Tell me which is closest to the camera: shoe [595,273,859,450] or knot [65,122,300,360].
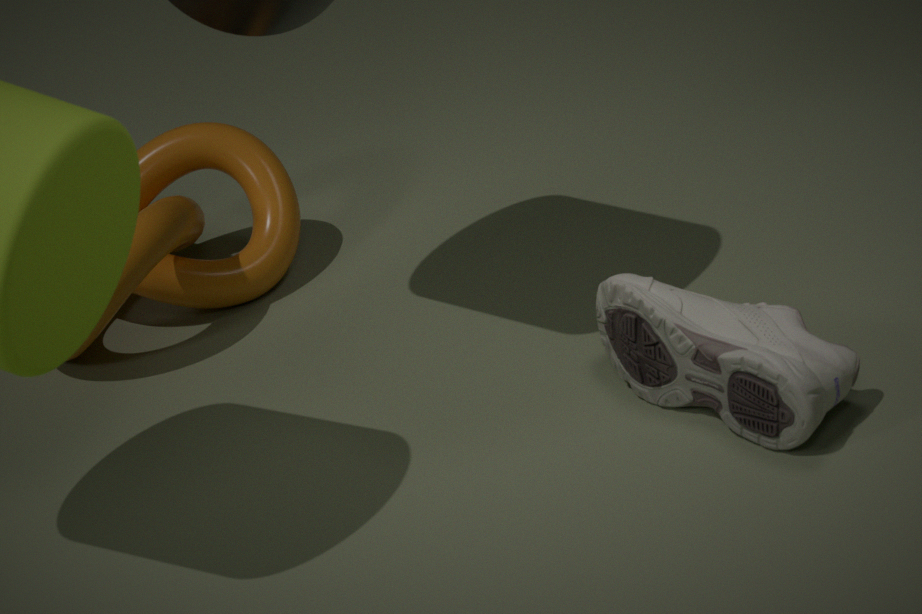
shoe [595,273,859,450]
